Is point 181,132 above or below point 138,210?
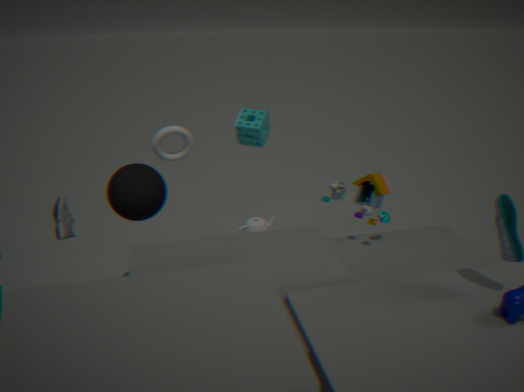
above
